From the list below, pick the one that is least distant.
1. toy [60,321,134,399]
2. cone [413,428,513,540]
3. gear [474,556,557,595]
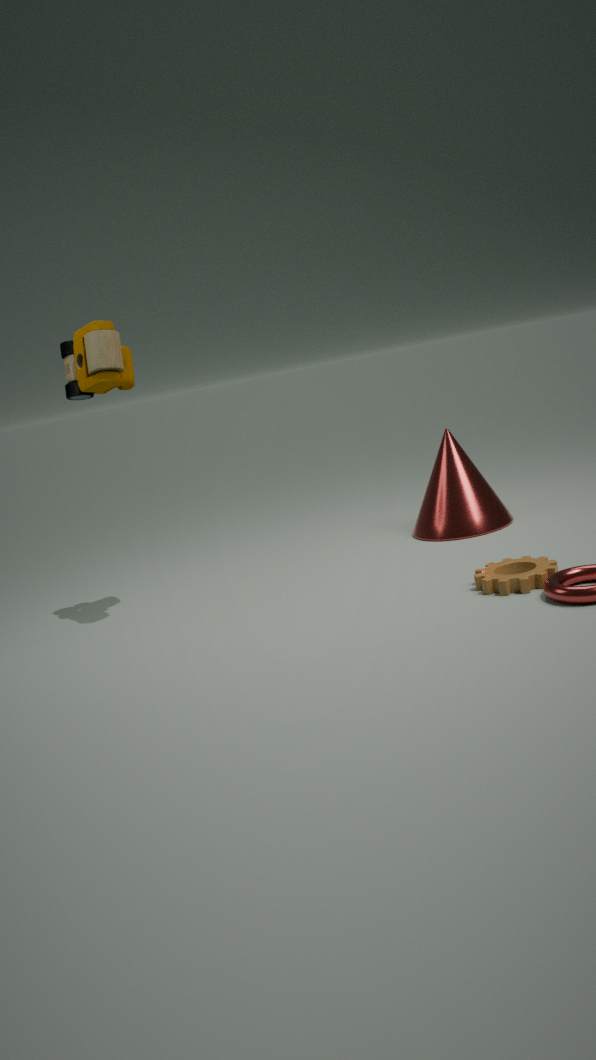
gear [474,556,557,595]
